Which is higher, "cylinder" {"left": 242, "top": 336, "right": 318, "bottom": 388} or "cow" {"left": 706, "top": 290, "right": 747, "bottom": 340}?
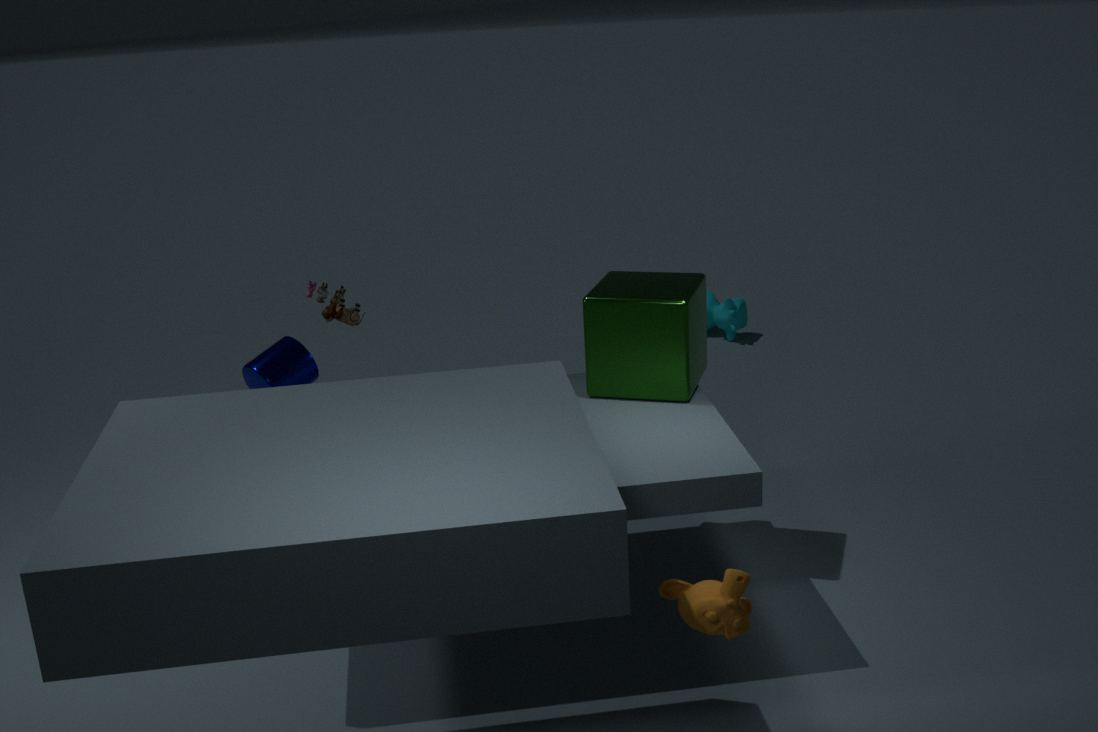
"cylinder" {"left": 242, "top": 336, "right": 318, "bottom": 388}
